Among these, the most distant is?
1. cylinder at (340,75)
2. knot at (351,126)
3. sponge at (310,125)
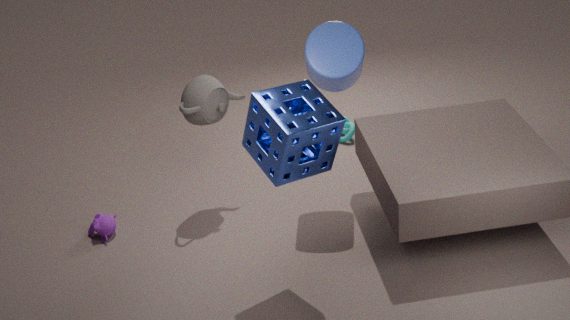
knot at (351,126)
